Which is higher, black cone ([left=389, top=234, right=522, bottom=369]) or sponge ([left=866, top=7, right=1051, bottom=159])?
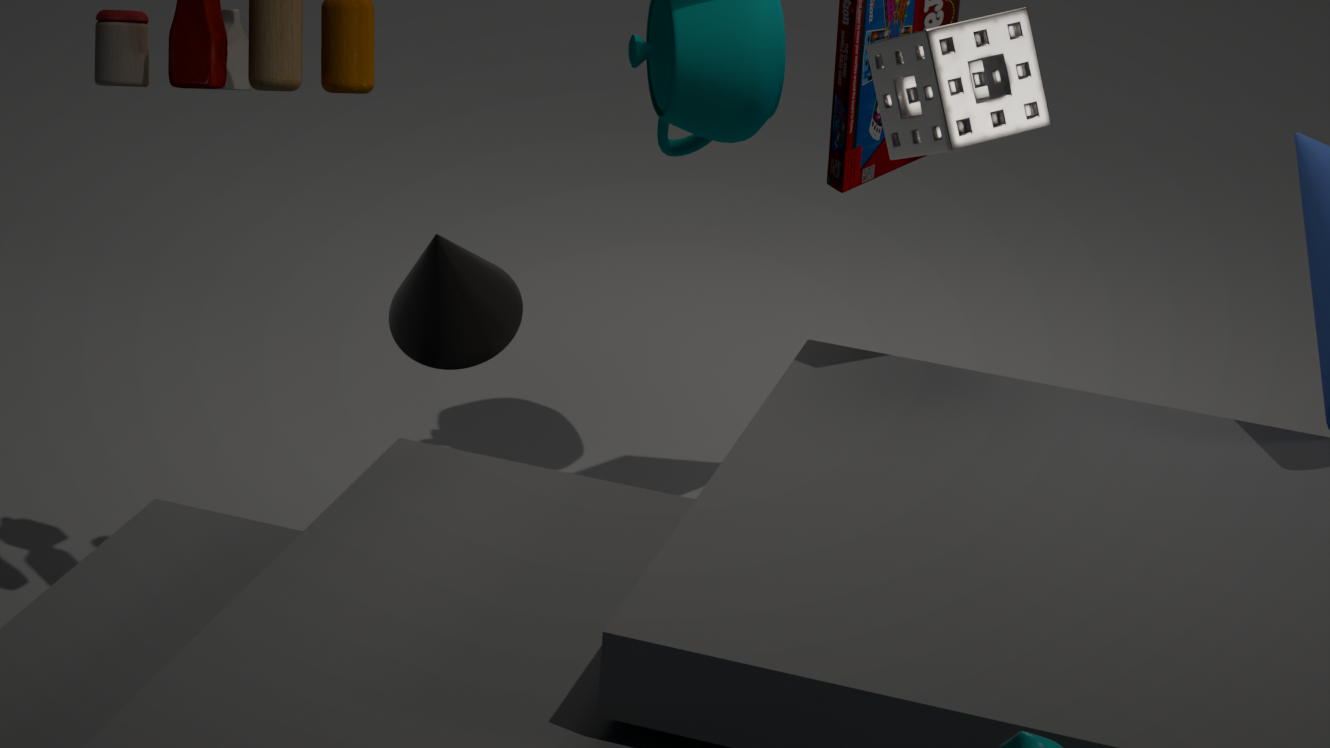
sponge ([left=866, top=7, right=1051, bottom=159])
